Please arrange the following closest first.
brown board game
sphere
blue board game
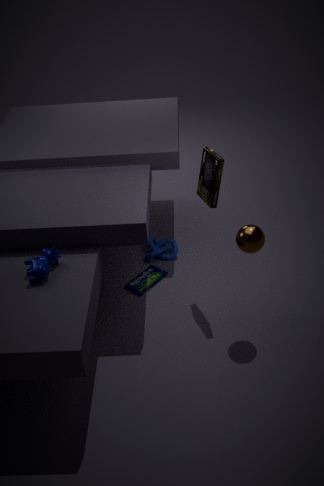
sphere, brown board game, blue board game
